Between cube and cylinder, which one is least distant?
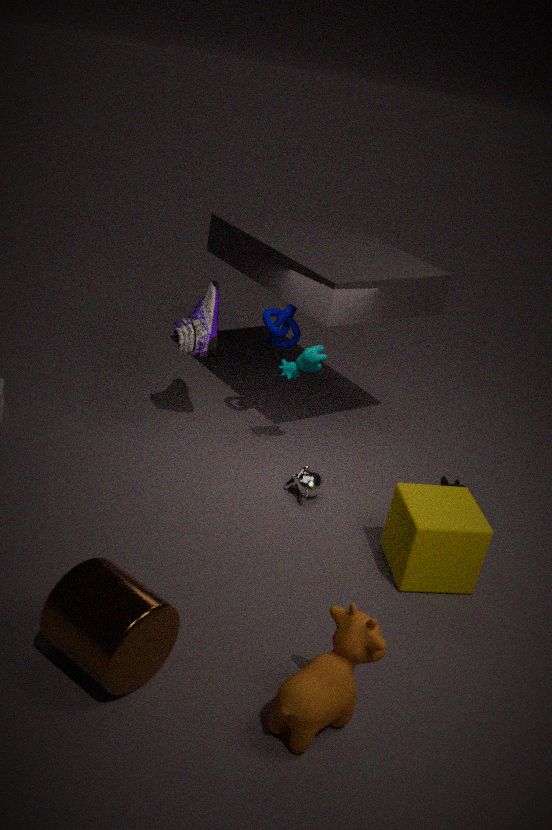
cylinder
